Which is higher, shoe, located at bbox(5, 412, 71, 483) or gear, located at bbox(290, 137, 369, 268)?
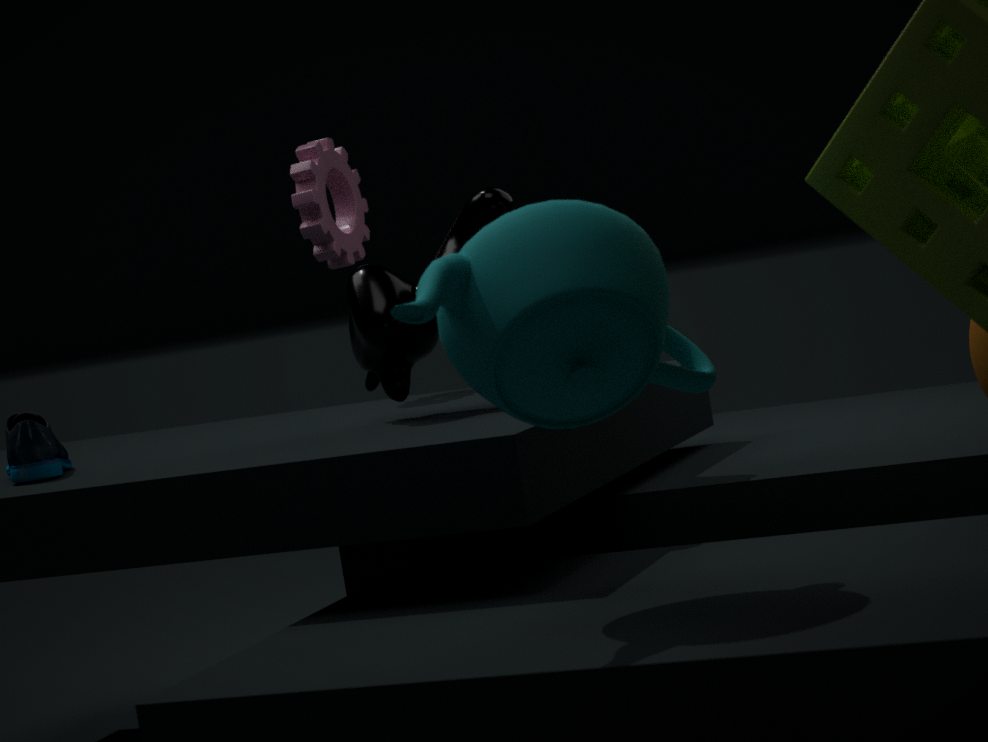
gear, located at bbox(290, 137, 369, 268)
